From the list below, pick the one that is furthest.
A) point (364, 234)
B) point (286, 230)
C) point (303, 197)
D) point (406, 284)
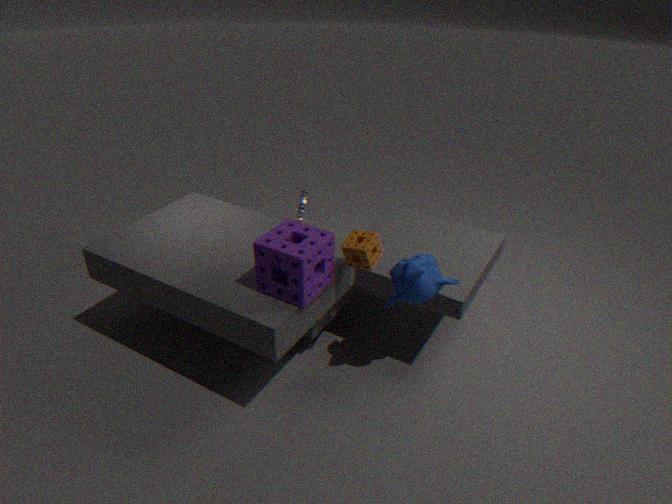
point (303, 197)
